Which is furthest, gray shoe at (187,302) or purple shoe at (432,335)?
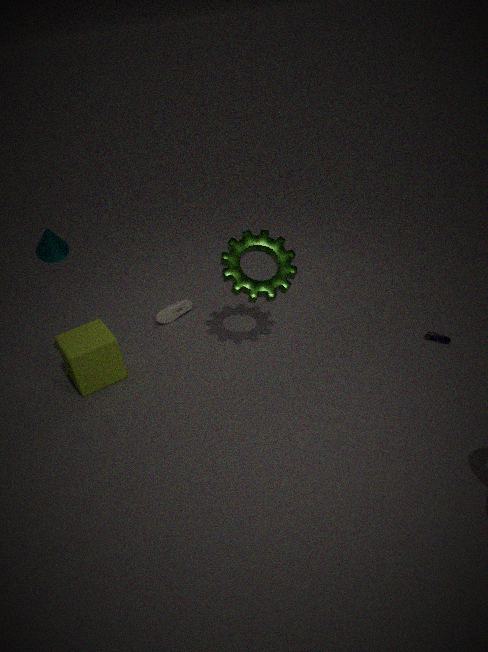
gray shoe at (187,302)
